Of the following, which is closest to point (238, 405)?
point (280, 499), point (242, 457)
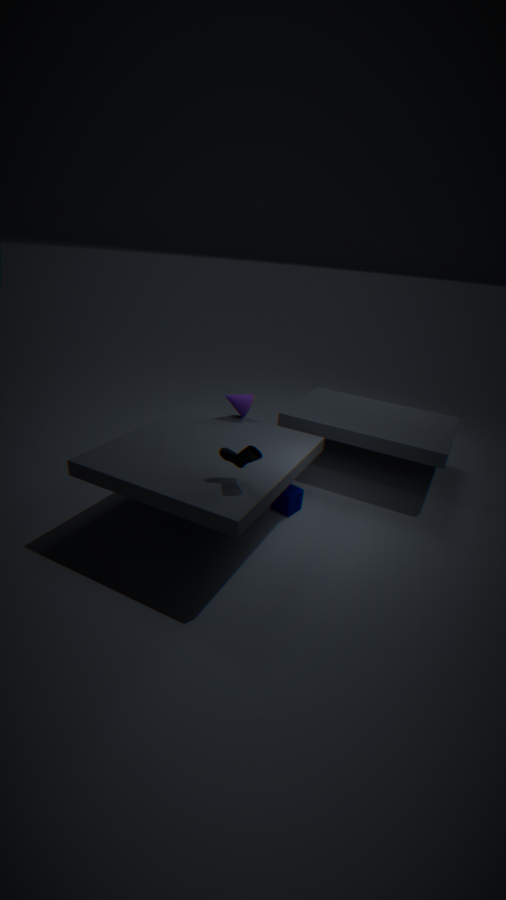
point (280, 499)
